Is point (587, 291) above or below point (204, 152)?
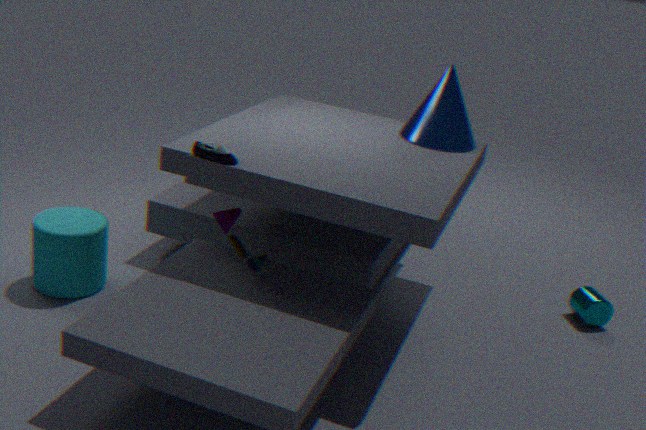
below
